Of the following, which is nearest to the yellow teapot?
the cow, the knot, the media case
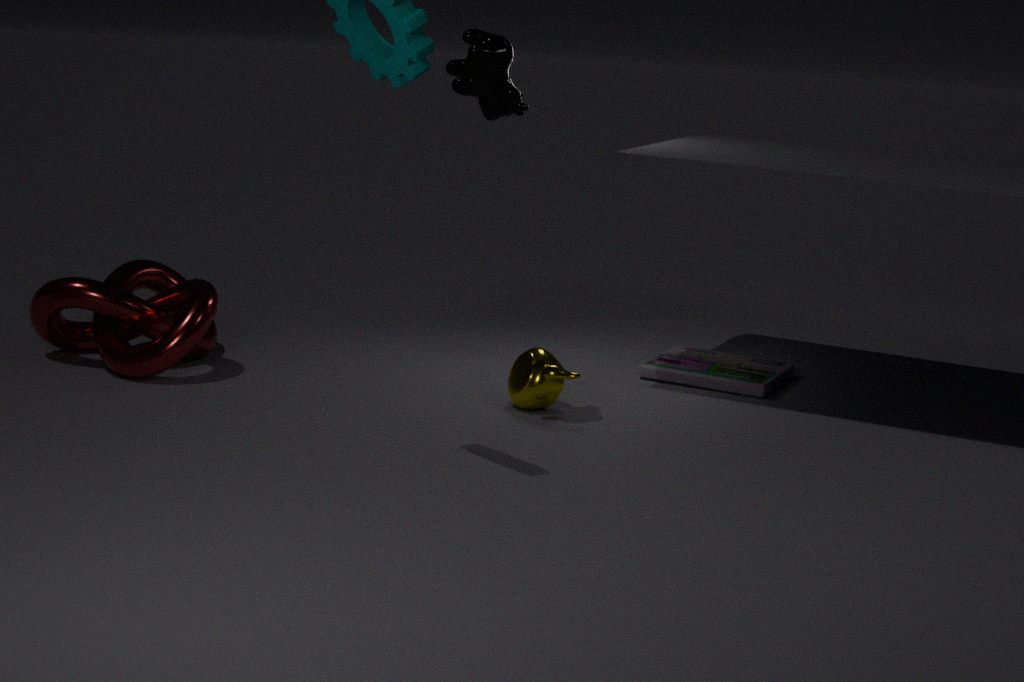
the media case
